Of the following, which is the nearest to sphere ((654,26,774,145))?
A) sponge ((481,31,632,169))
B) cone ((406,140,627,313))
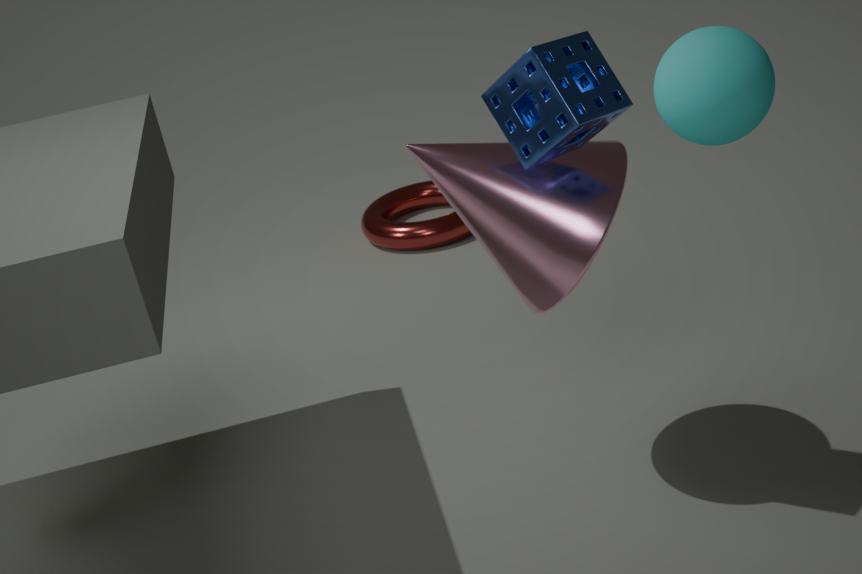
sponge ((481,31,632,169))
